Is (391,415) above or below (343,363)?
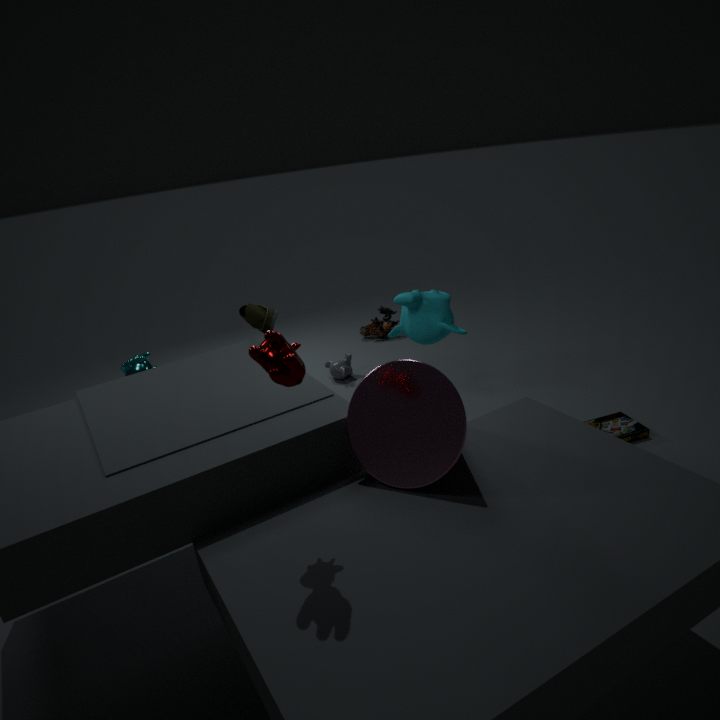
above
